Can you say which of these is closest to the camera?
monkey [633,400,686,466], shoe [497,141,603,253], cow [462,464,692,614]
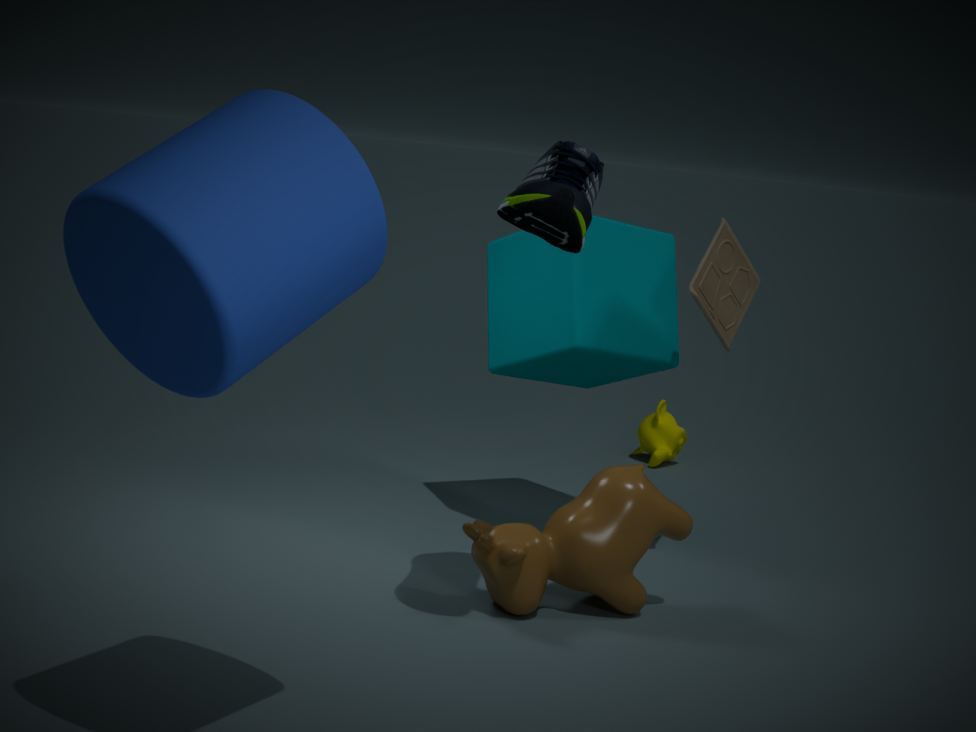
shoe [497,141,603,253]
